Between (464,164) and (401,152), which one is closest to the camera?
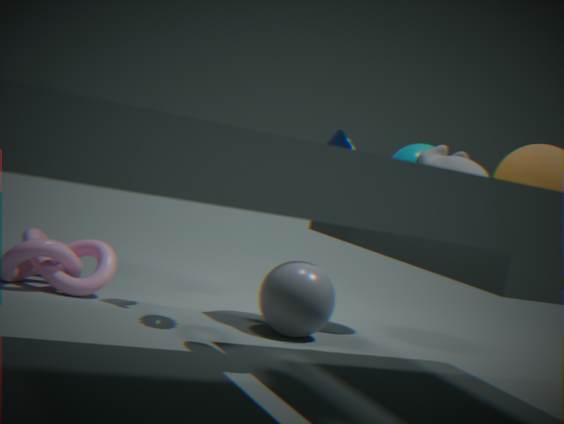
(464,164)
